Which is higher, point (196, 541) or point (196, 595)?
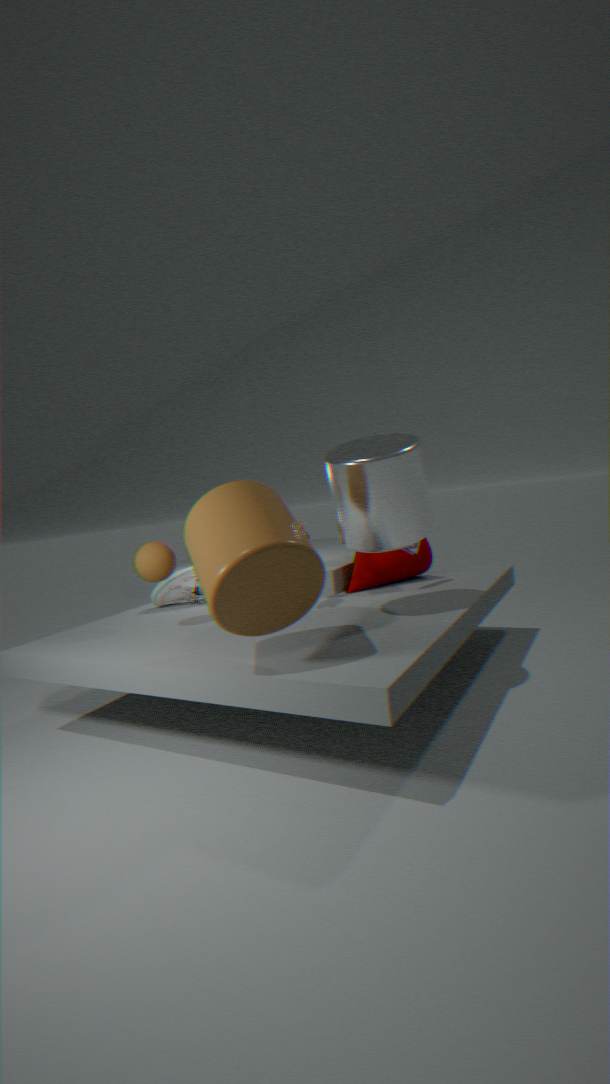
point (196, 541)
